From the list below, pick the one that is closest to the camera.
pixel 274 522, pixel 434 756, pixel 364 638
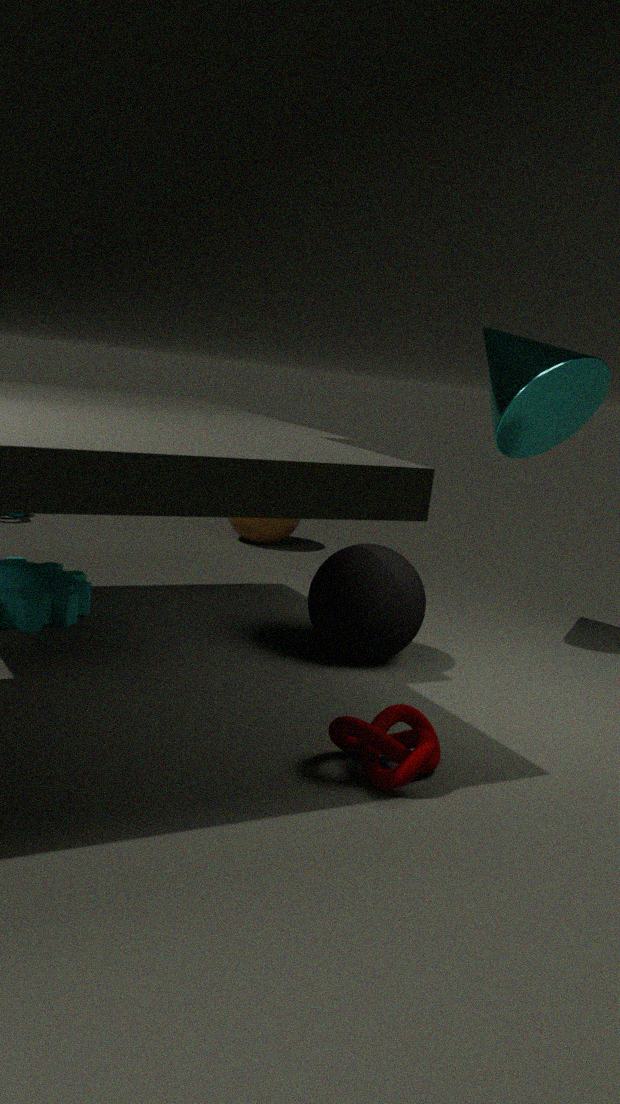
pixel 434 756
